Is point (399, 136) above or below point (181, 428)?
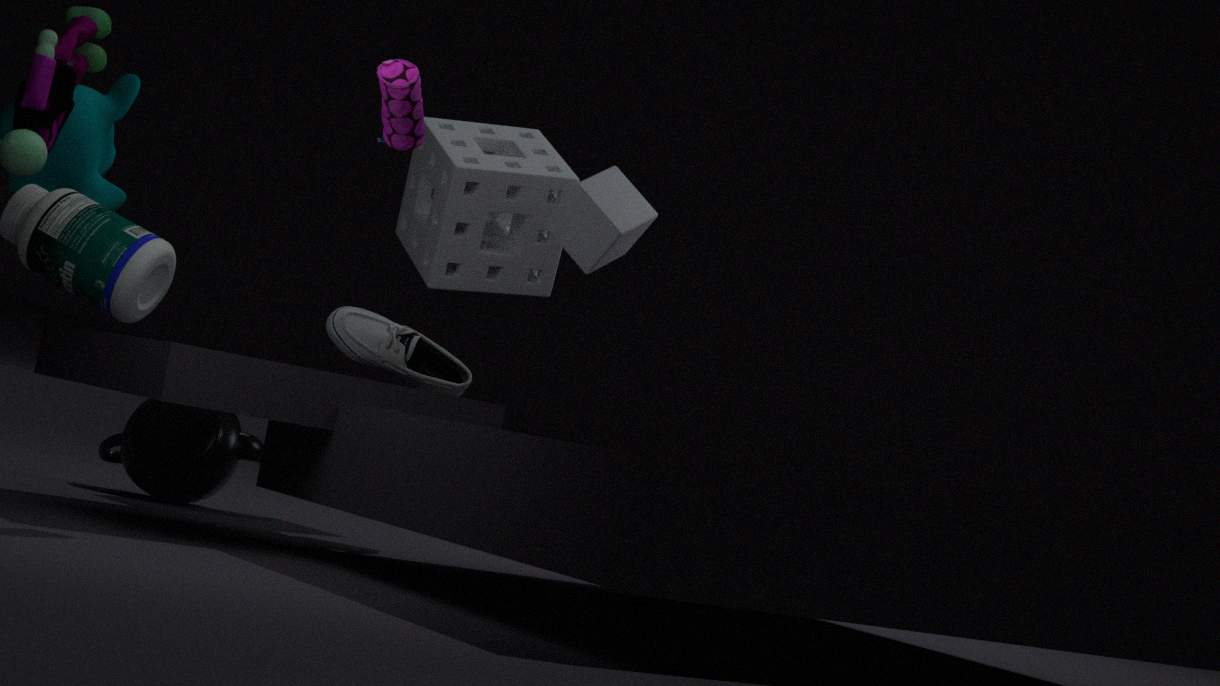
above
